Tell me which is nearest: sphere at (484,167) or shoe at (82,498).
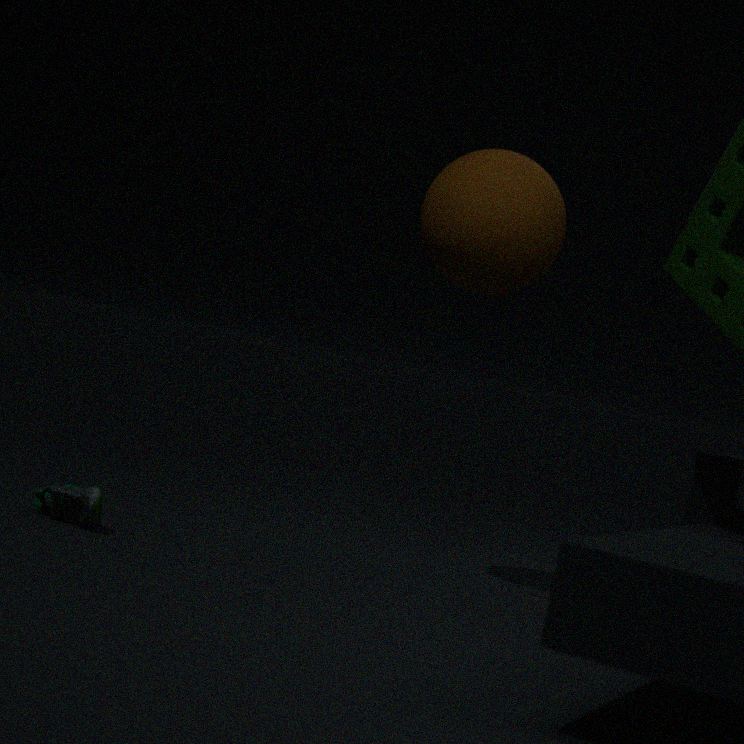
shoe at (82,498)
